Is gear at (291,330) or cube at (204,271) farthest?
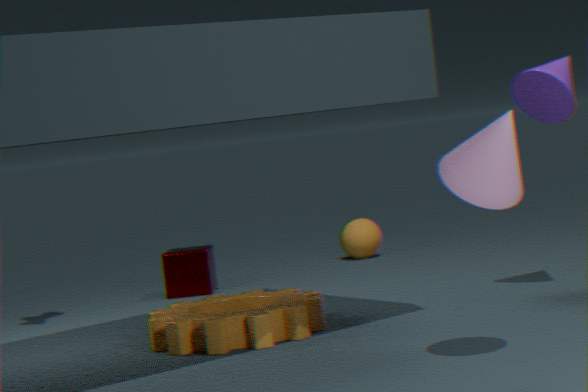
cube at (204,271)
